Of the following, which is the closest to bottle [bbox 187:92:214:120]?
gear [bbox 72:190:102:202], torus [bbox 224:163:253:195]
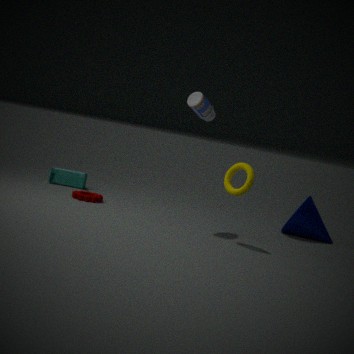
torus [bbox 224:163:253:195]
